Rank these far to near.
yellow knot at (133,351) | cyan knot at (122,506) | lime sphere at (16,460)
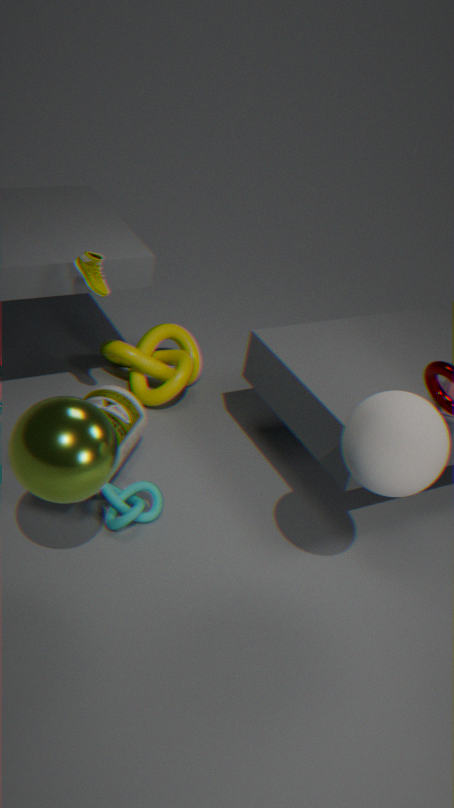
yellow knot at (133,351) → cyan knot at (122,506) → lime sphere at (16,460)
